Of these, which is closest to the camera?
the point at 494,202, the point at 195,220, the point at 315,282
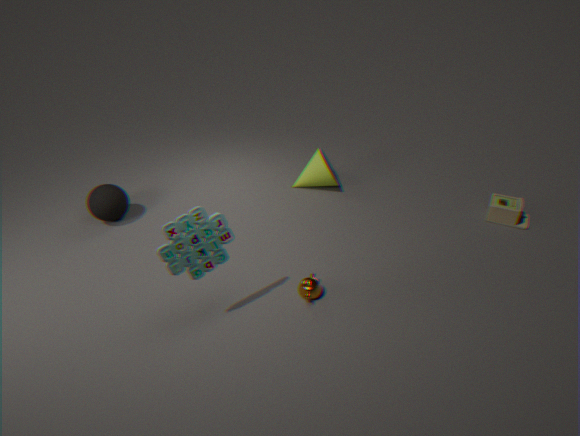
the point at 195,220
